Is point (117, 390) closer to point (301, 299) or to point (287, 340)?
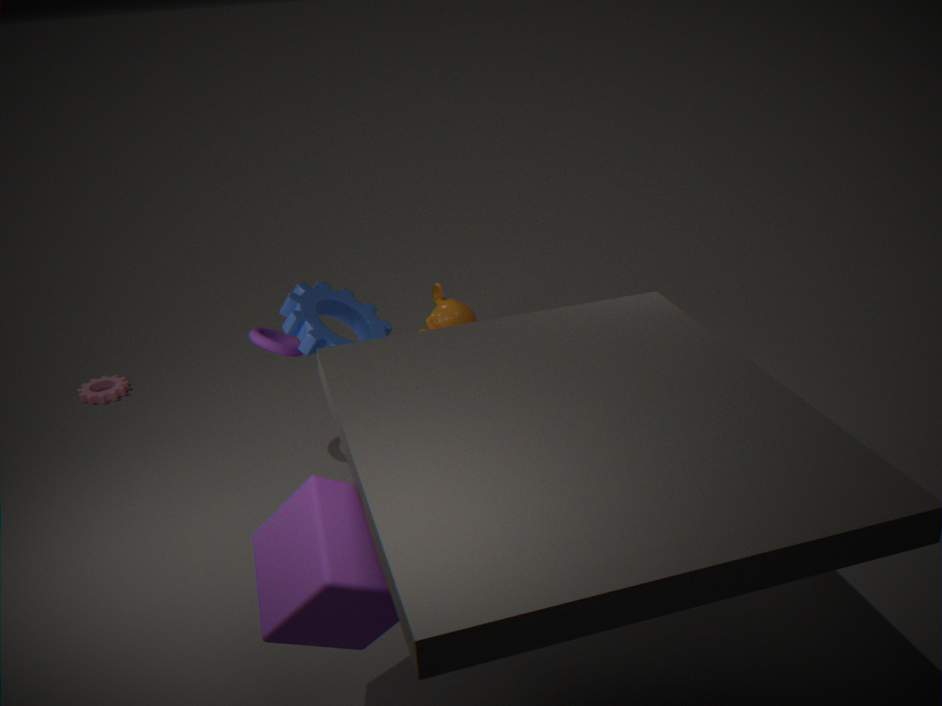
point (287, 340)
